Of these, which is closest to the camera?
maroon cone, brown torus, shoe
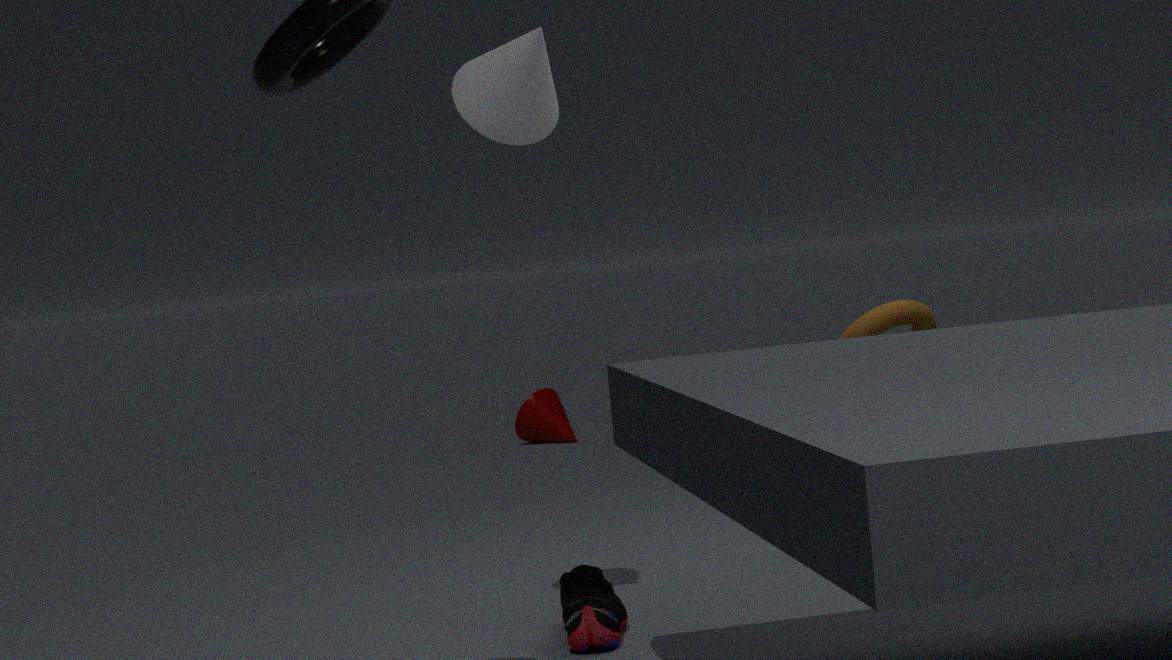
shoe
